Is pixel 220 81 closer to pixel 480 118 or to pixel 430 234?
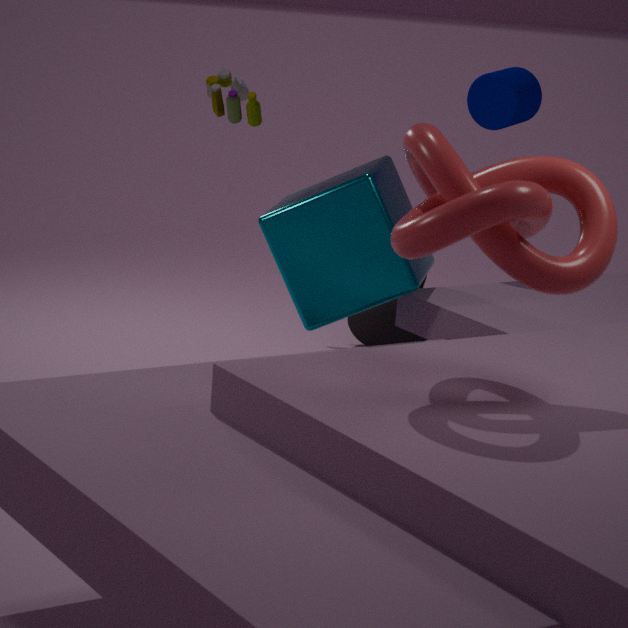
pixel 480 118
